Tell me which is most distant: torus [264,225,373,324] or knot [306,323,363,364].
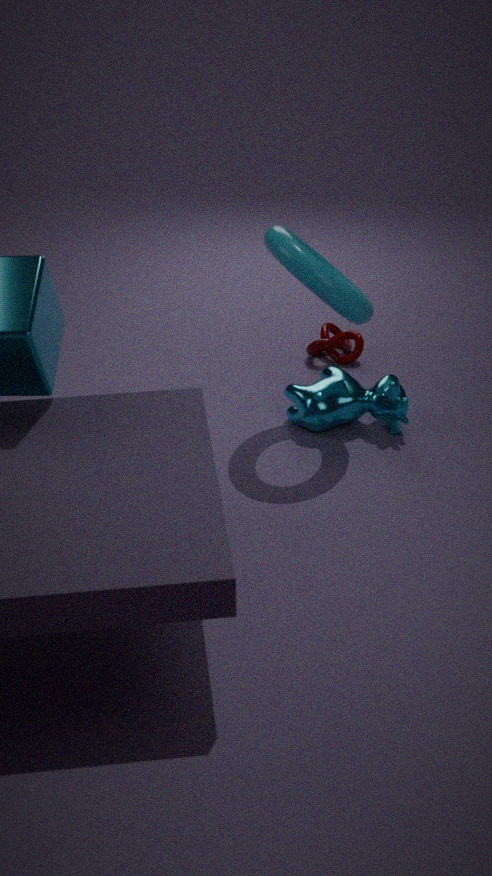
knot [306,323,363,364]
